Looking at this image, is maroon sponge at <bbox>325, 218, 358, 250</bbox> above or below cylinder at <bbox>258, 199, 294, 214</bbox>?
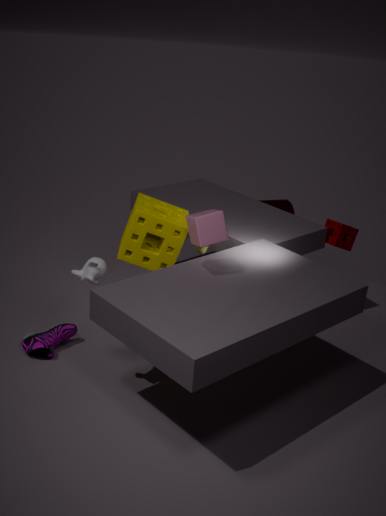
above
